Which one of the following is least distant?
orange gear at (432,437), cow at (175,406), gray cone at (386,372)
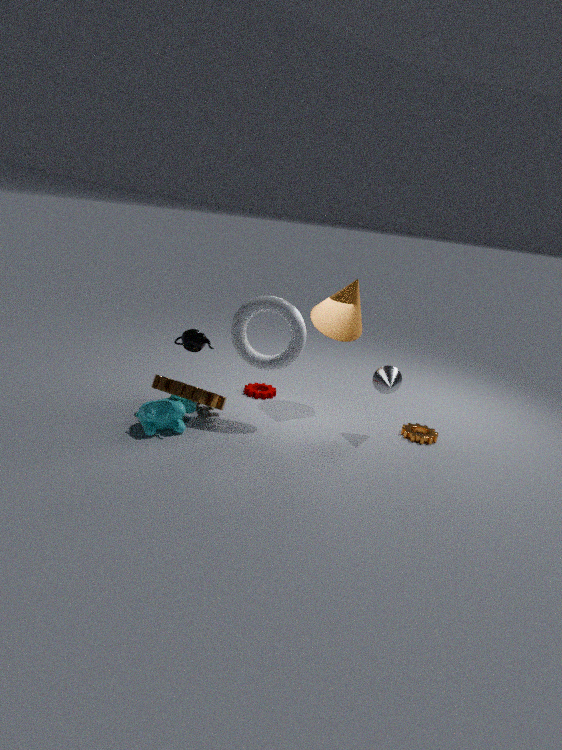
cow at (175,406)
